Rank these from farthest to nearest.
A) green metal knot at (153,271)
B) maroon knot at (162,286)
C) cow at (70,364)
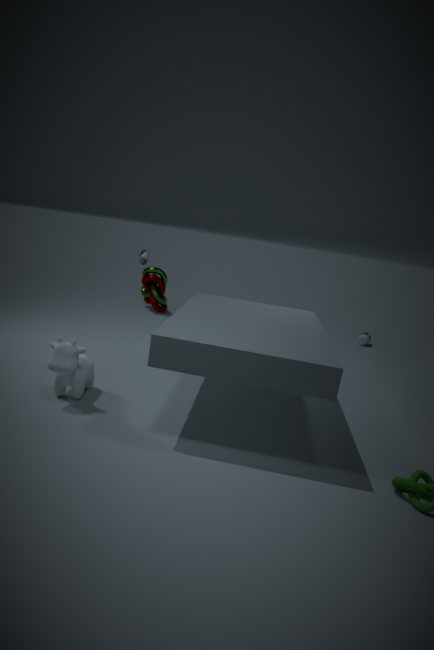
green metal knot at (153,271)
maroon knot at (162,286)
cow at (70,364)
